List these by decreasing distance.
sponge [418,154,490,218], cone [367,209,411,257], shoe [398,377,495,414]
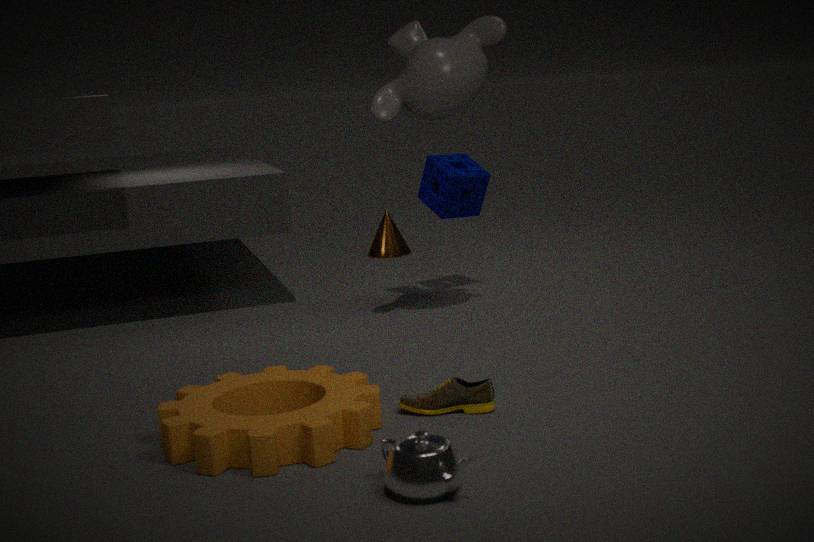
cone [367,209,411,257] → sponge [418,154,490,218] → shoe [398,377,495,414]
